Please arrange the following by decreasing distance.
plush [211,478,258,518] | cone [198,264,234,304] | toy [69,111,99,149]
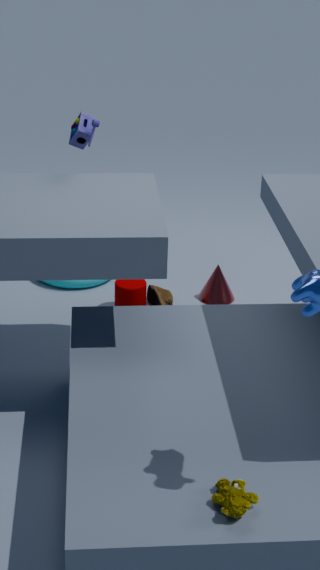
cone [198,264,234,304], toy [69,111,99,149], plush [211,478,258,518]
